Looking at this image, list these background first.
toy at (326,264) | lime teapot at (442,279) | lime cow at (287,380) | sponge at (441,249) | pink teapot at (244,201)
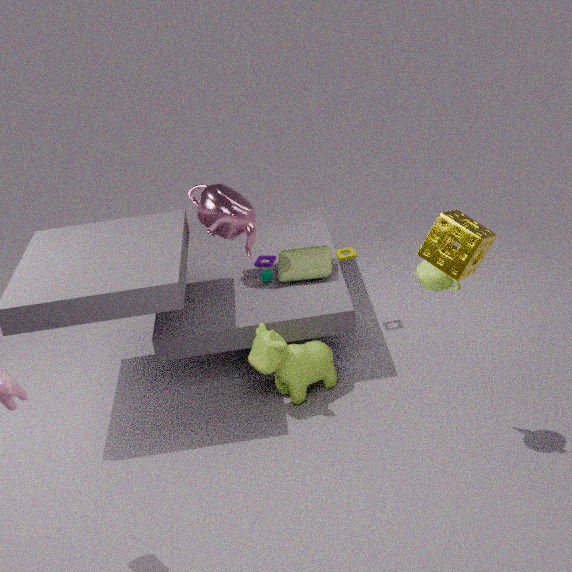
toy at (326,264) < pink teapot at (244,201) < lime cow at (287,380) < lime teapot at (442,279) < sponge at (441,249)
